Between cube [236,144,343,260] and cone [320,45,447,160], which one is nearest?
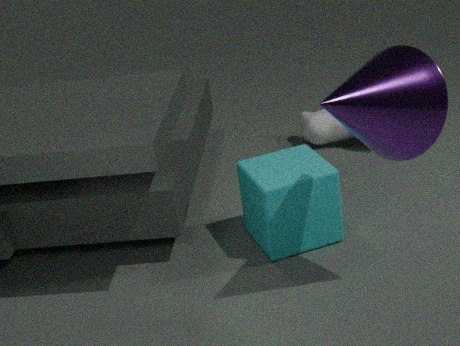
cone [320,45,447,160]
